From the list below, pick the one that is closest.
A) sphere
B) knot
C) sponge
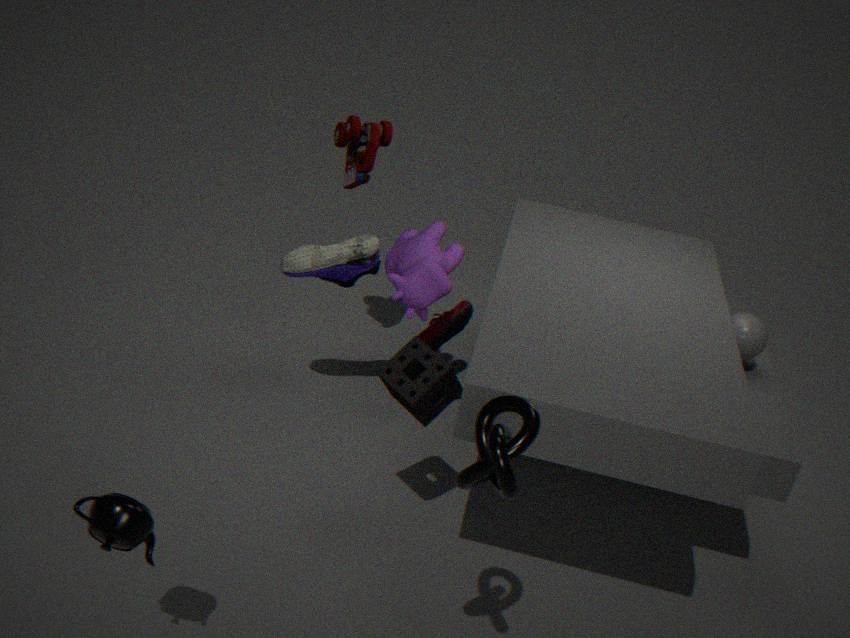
knot
